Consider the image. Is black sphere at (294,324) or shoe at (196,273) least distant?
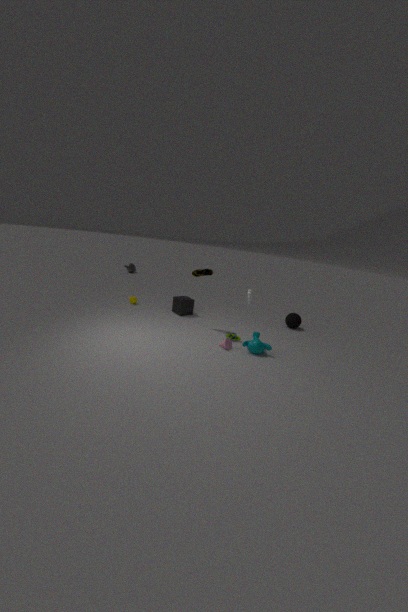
shoe at (196,273)
